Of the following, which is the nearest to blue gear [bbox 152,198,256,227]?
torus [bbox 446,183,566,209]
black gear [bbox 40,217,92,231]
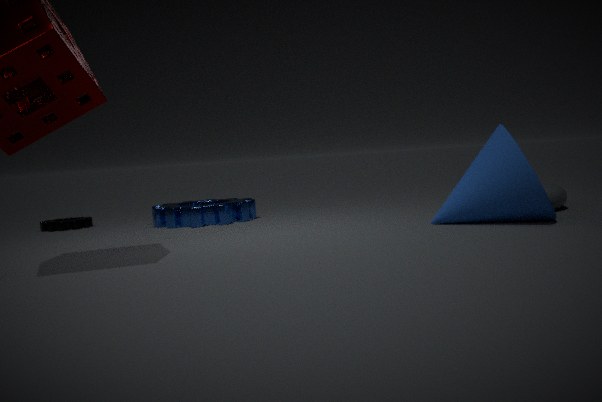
black gear [bbox 40,217,92,231]
